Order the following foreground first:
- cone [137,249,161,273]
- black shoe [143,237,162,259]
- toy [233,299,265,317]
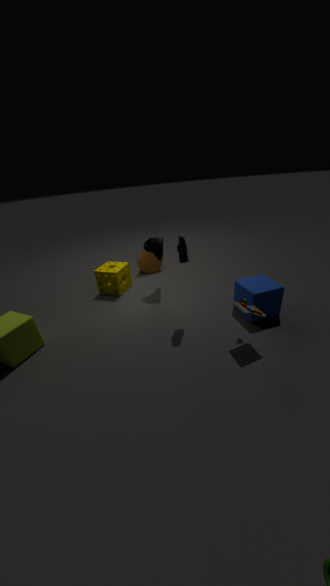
toy [233,299,265,317] < black shoe [143,237,162,259] < cone [137,249,161,273]
